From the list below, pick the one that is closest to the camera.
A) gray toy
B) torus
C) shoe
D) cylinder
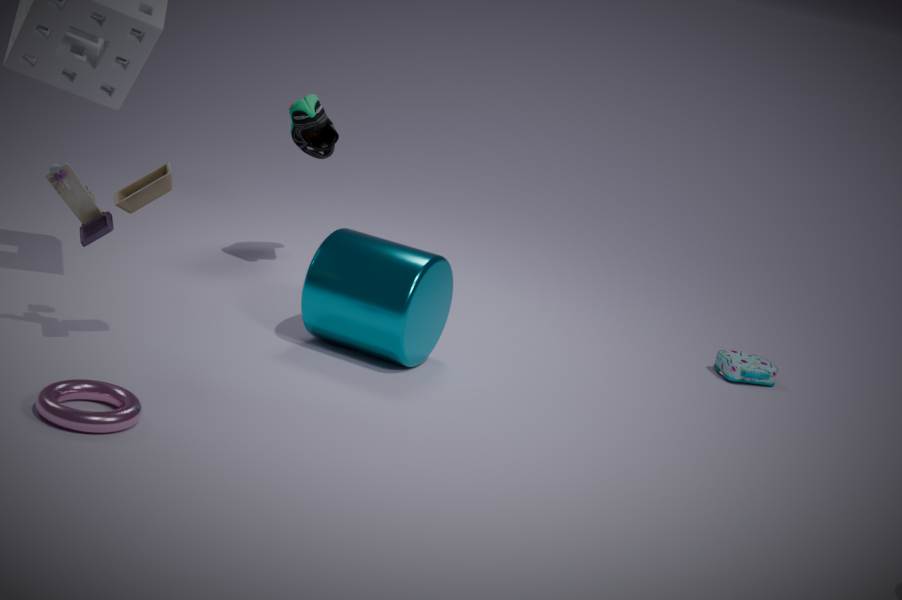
torus
